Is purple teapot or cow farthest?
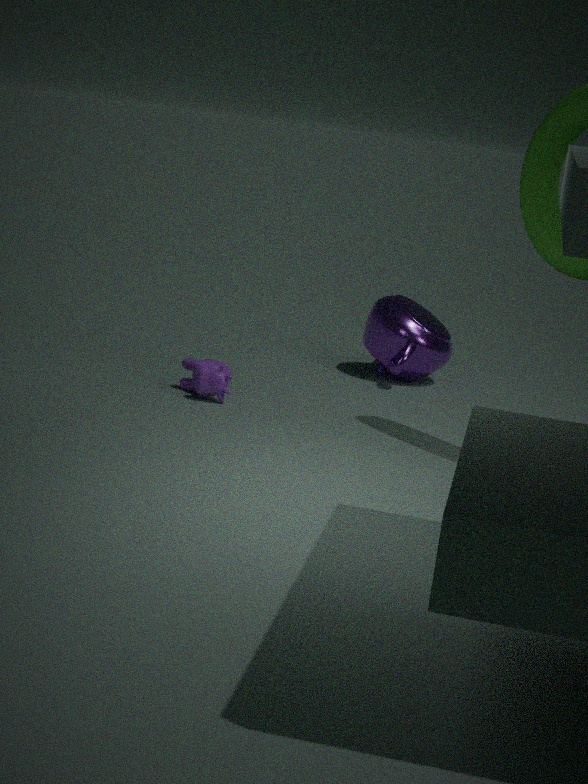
purple teapot
